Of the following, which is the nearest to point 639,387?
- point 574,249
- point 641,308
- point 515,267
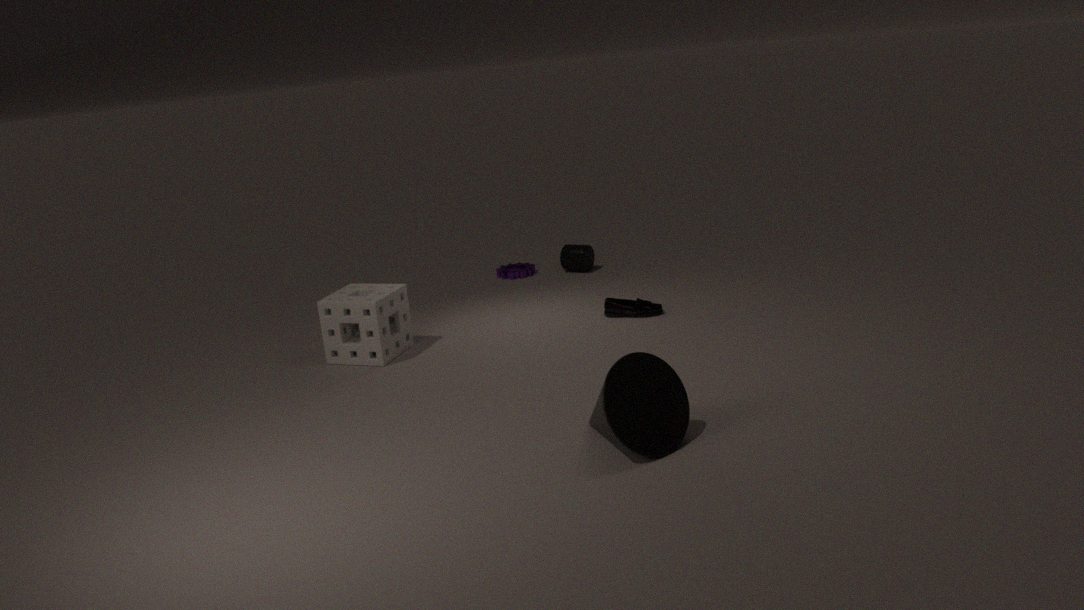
point 641,308
